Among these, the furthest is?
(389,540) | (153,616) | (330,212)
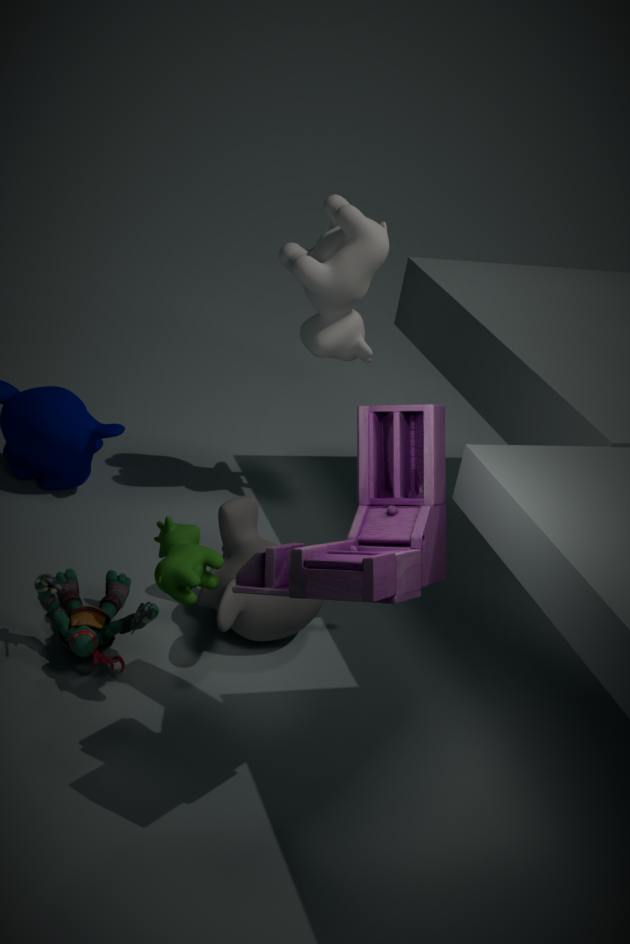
(330,212)
